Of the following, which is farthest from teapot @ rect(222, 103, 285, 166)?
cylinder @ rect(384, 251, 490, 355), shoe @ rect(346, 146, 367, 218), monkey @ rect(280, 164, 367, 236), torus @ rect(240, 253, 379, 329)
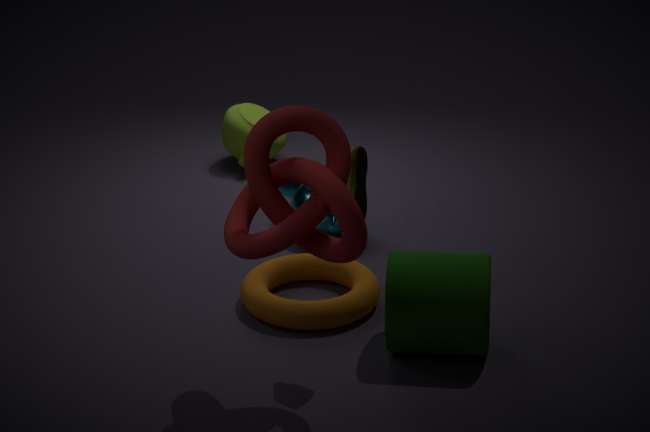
shoe @ rect(346, 146, 367, 218)
